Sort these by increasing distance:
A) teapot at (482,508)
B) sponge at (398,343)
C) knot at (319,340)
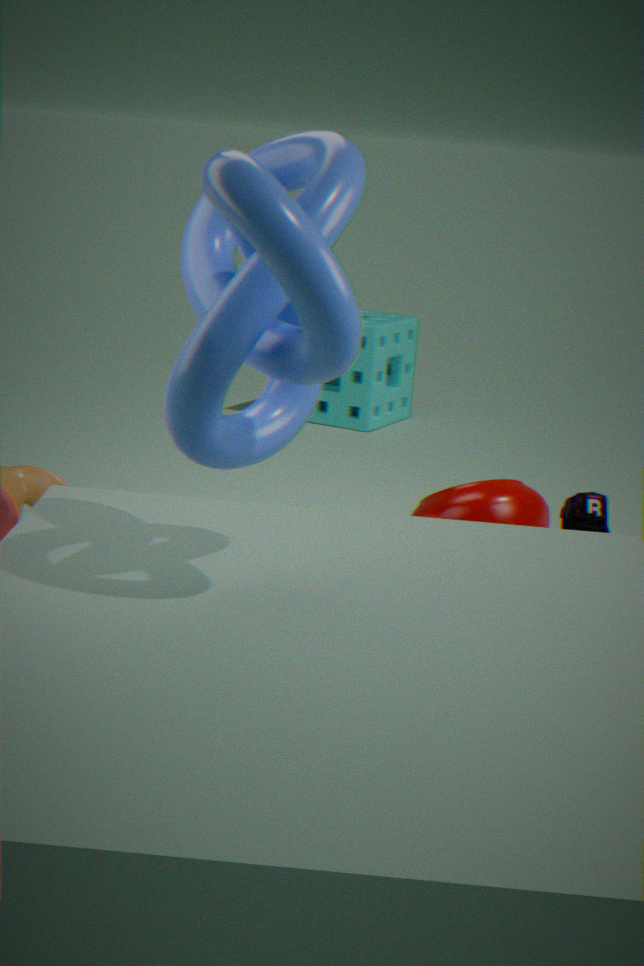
knot at (319,340)
teapot at (482,508)
sponge at (398,343)
